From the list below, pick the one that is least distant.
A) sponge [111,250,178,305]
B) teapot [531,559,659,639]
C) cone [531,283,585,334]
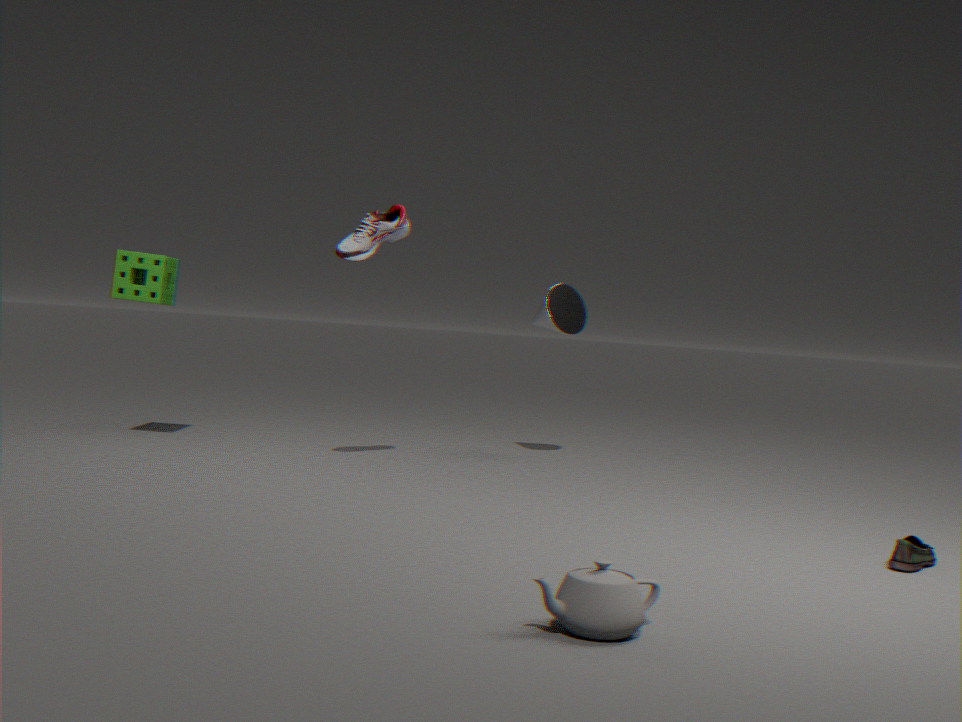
teapot [531,559,659,639]
